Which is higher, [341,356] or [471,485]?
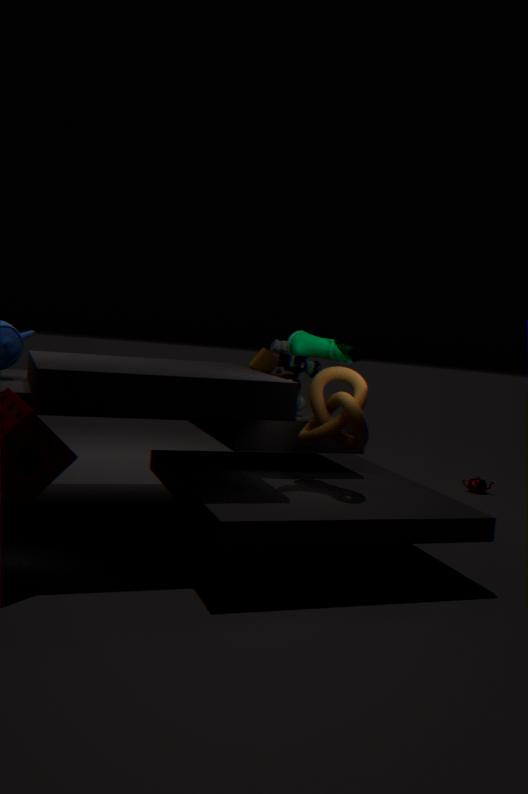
[341,356]
